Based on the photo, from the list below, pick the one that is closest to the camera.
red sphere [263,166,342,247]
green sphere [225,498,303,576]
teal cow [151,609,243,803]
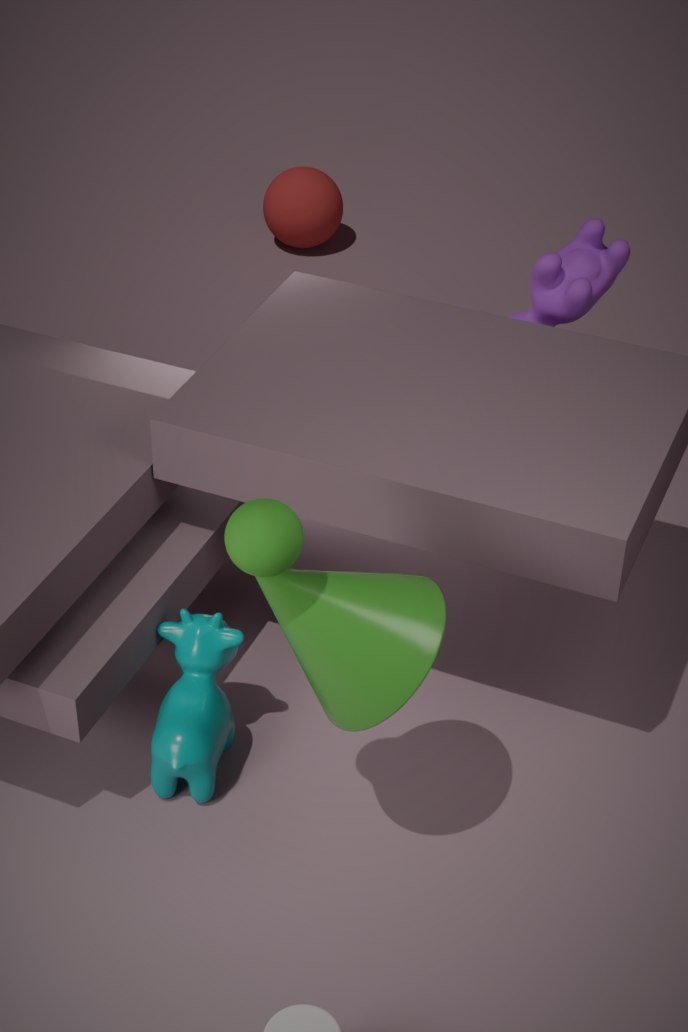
green sphere [225,498,303,576]
